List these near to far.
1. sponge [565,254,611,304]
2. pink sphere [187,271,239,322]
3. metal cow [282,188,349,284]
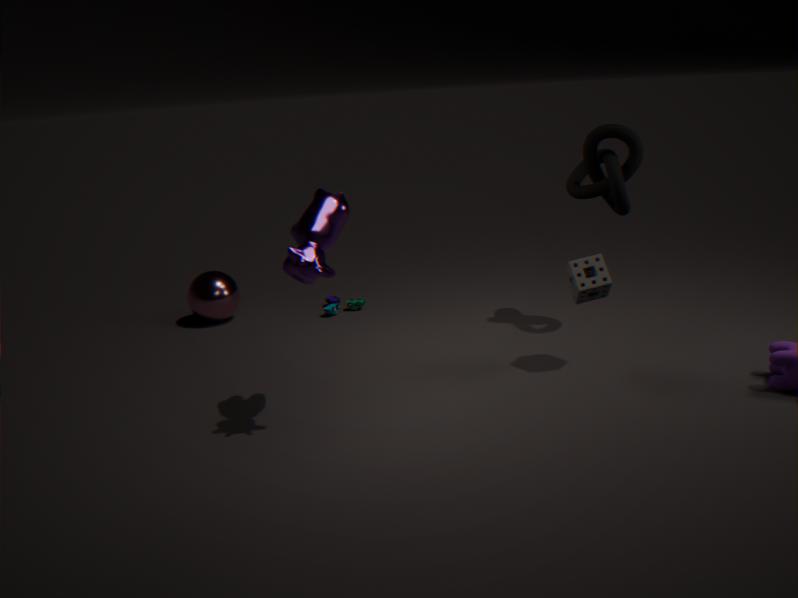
metal cow [282,188,349,284], sponge [565,254,611,304], pink sphere [187,271,239,322]
